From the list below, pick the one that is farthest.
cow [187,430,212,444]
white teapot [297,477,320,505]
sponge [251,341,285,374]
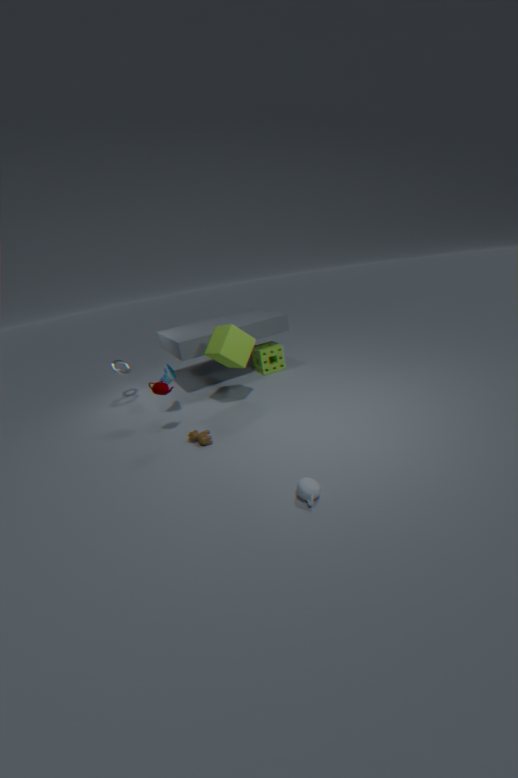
sponge [251,341,285,374]
